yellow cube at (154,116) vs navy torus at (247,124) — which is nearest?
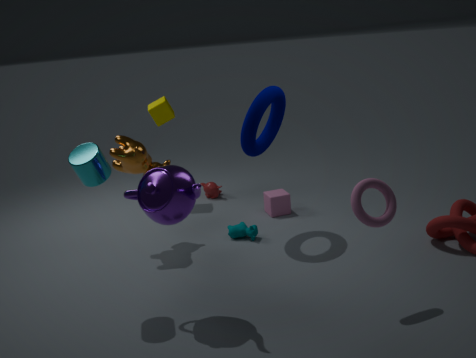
navy torus at (247,124)
